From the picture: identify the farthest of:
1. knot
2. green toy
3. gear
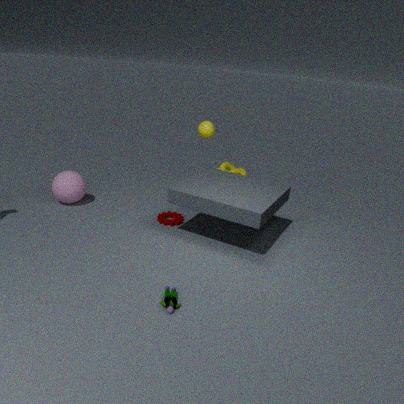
knot
